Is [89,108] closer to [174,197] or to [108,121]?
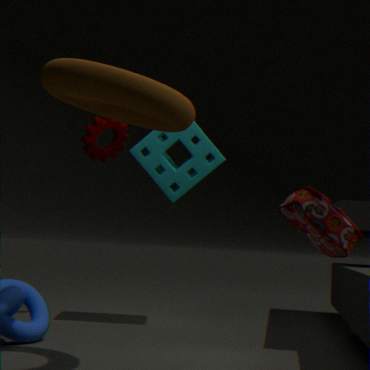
[174,197]
